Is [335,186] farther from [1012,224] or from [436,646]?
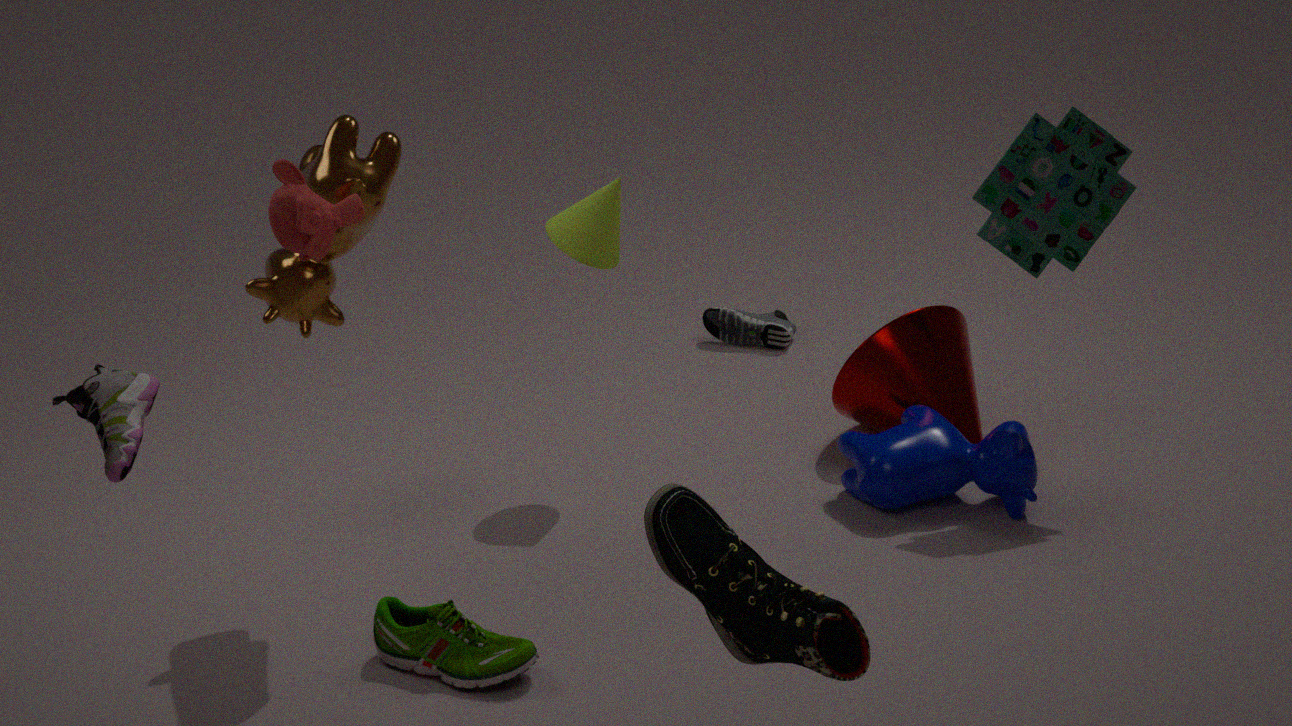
[1012,224]
